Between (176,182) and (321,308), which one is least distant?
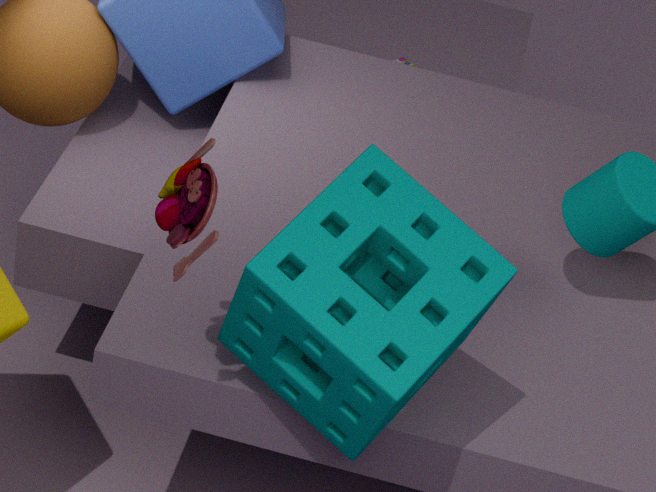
(321,308)
